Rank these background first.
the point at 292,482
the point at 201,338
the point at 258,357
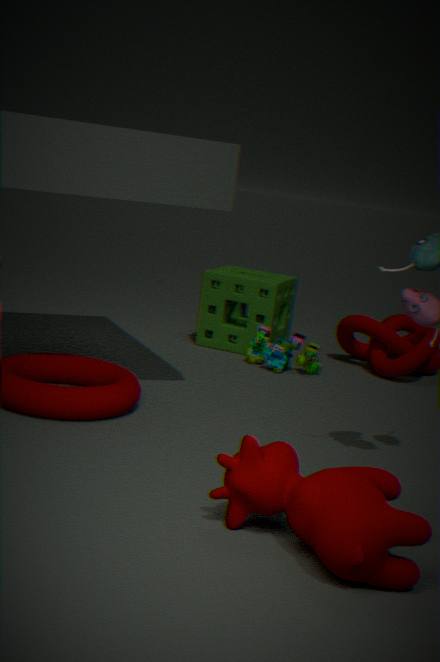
the point at 201,338, the point at 258,357, the point at 292,482
